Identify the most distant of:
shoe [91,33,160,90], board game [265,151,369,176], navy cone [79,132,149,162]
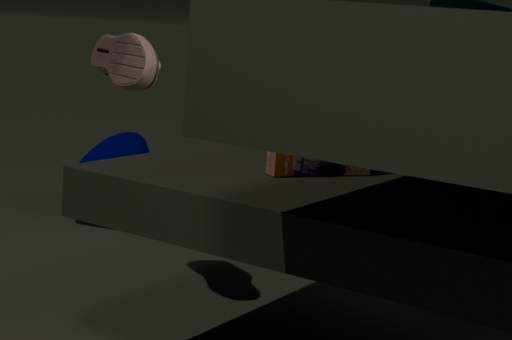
navy cone [79,132,149,162]
